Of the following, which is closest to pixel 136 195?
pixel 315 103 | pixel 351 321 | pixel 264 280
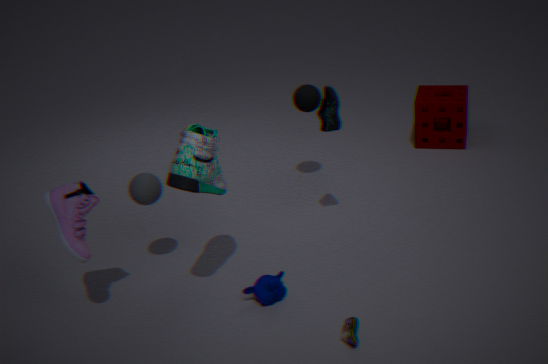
pixel 264 280
